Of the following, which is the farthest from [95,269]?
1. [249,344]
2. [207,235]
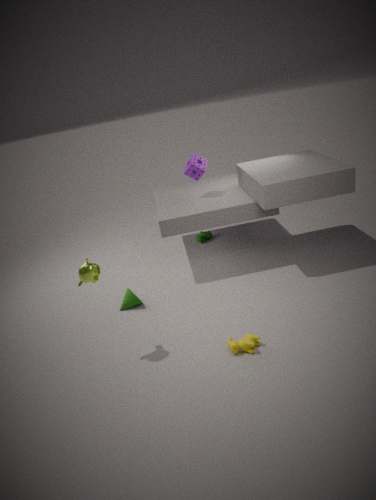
[207,235]
